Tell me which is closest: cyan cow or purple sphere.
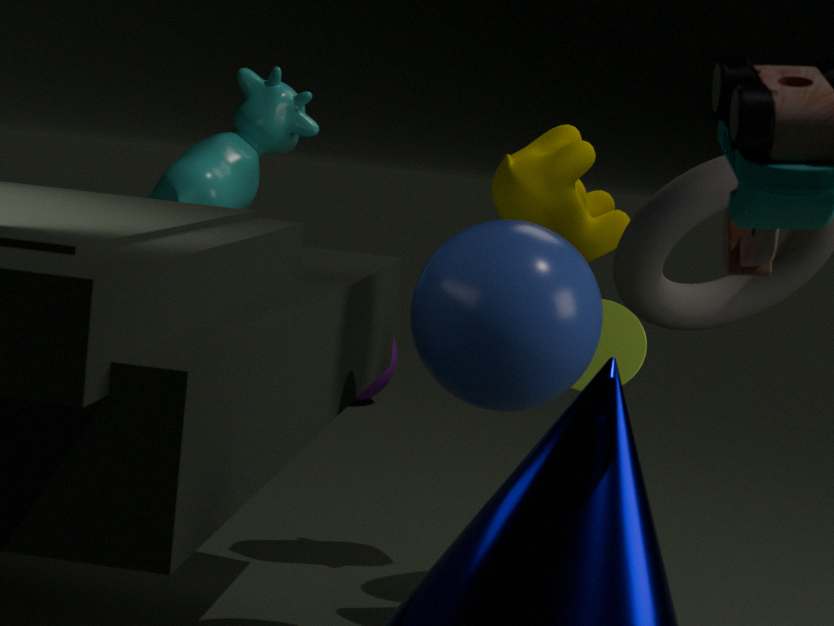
cyan cow
